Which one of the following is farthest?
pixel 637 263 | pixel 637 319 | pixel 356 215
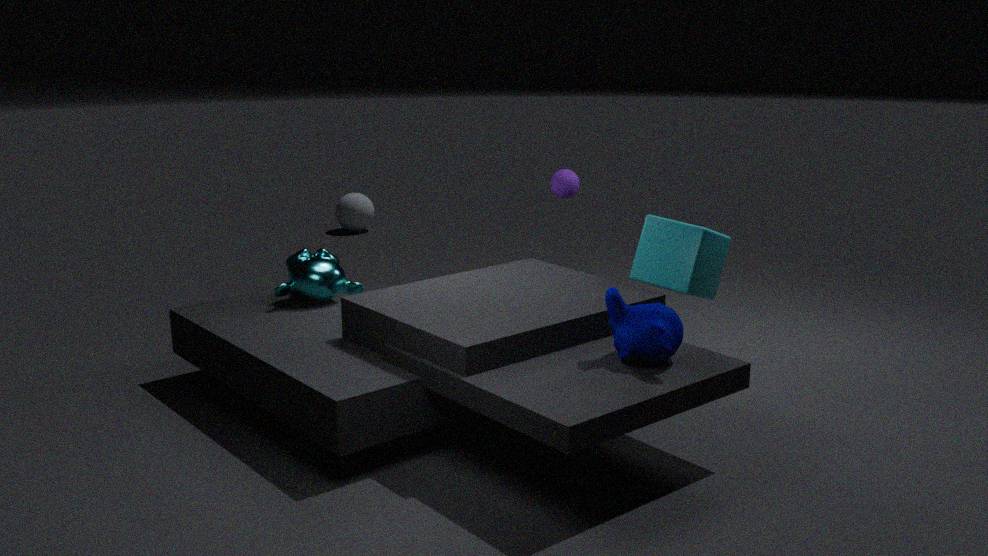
pixel 356 215
